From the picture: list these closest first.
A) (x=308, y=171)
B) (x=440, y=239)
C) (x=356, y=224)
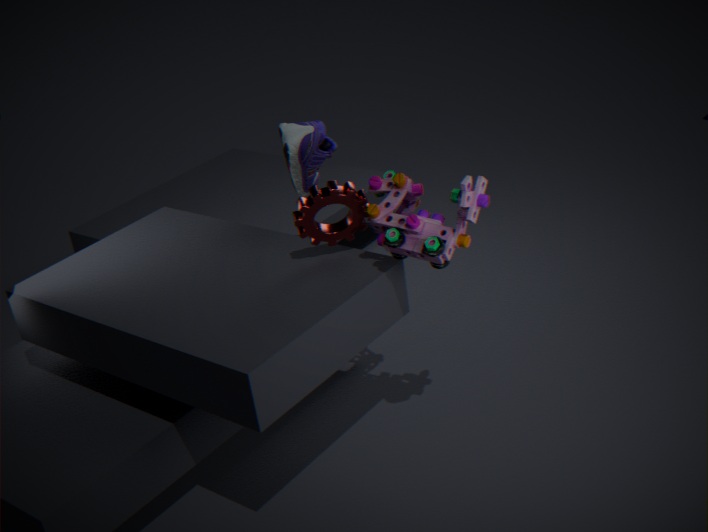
(x=440, y=239) → (x=356, y=224) → (x=308, y=171)
